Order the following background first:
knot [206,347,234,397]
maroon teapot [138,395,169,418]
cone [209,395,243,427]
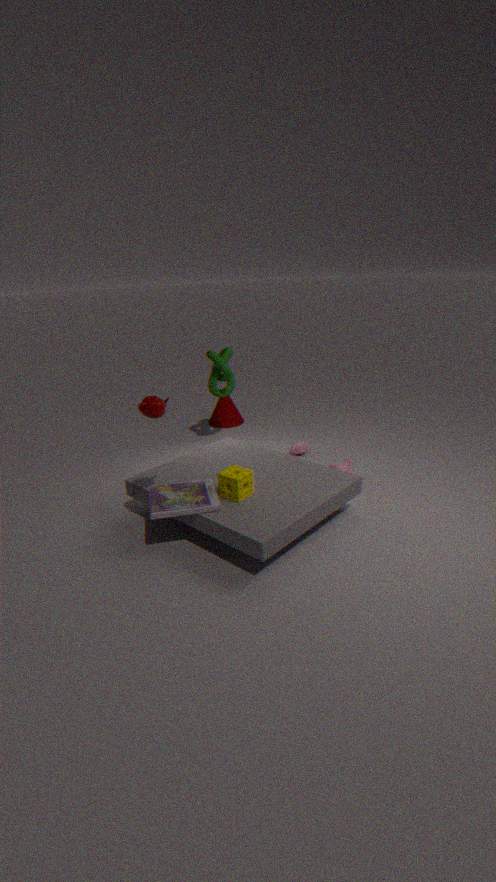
cone [209,395,243,427]
knot [206,347,234,397]
maroon teapot [138,395,169,418]
